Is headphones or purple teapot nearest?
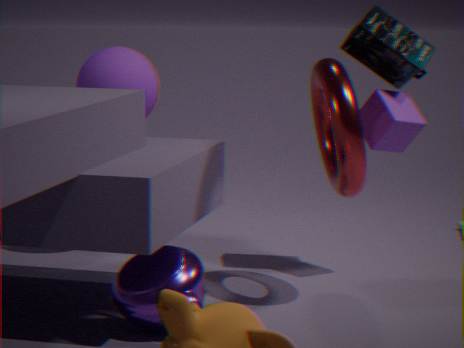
purple teapot
